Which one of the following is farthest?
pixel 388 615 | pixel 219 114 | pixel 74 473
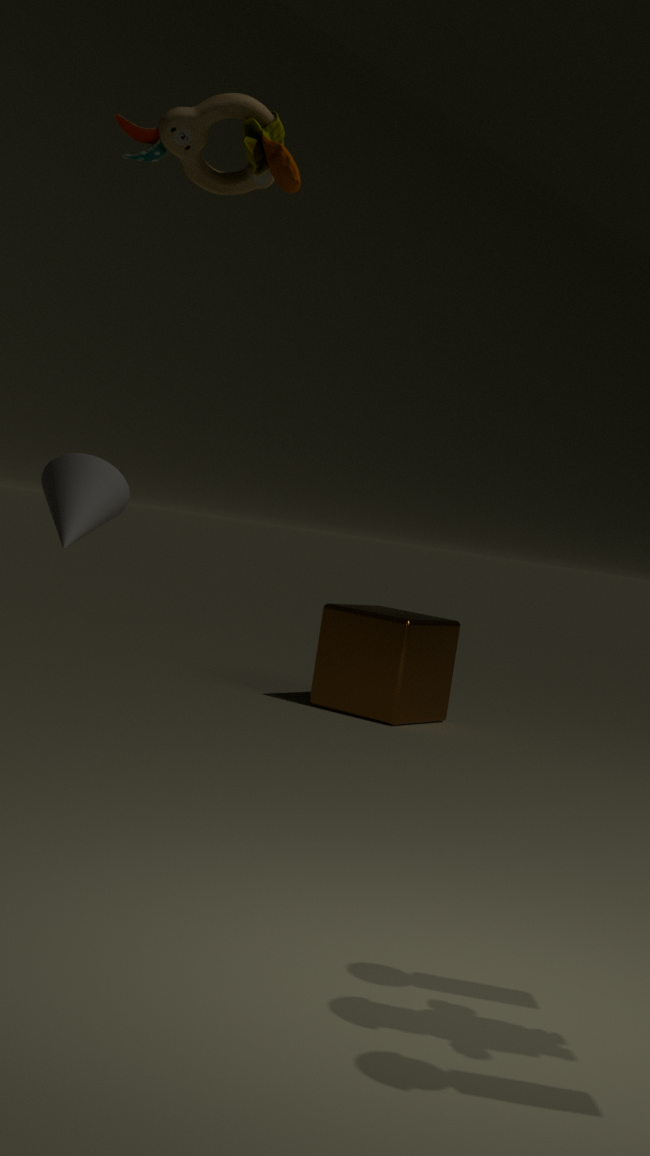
pixel 388 615
